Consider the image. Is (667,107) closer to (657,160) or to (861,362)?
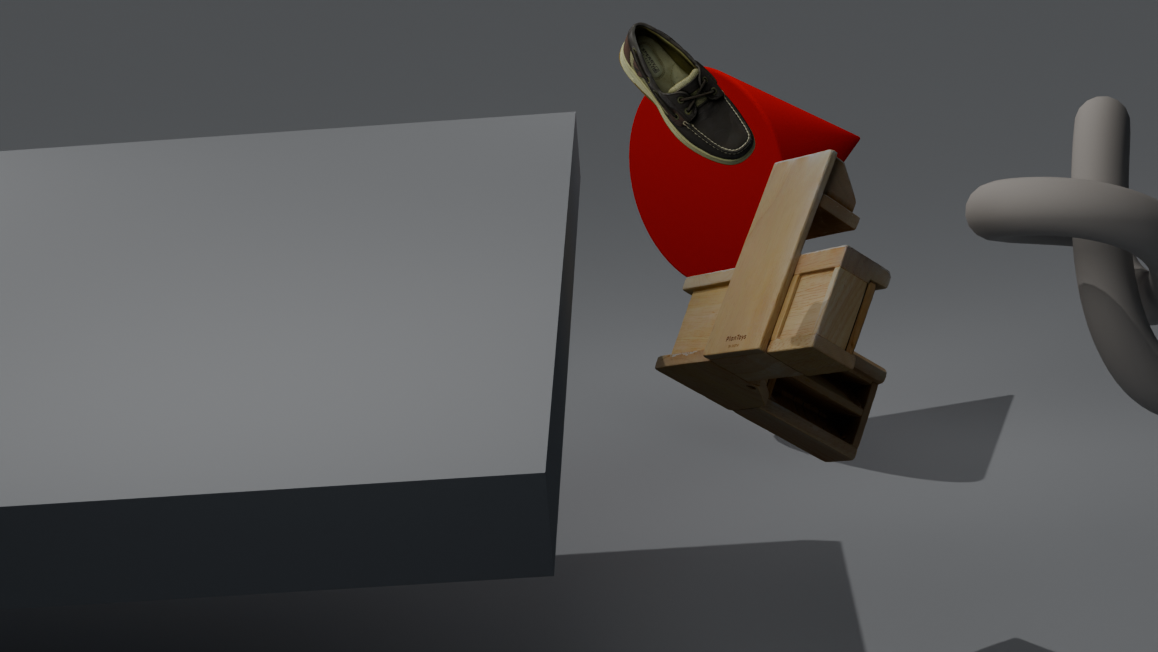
(861,362)
